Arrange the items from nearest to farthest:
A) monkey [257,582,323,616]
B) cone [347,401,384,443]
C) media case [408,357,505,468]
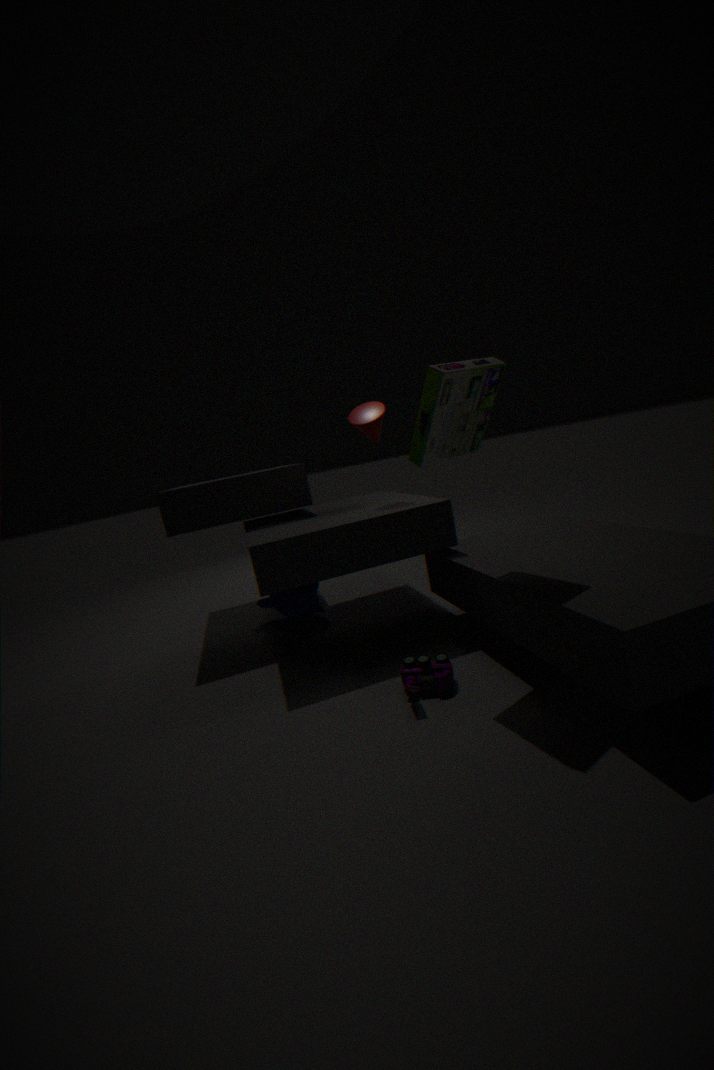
media case [408,357,505,468], cone [347,401,384,443], monkey [257,582,323,616]
